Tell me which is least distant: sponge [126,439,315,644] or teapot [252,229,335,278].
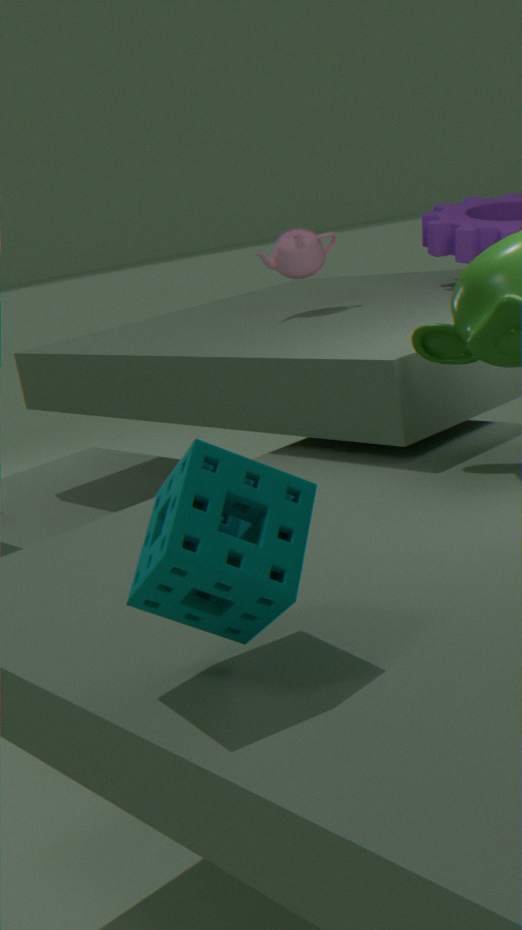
sponge [126,439,315,644]
